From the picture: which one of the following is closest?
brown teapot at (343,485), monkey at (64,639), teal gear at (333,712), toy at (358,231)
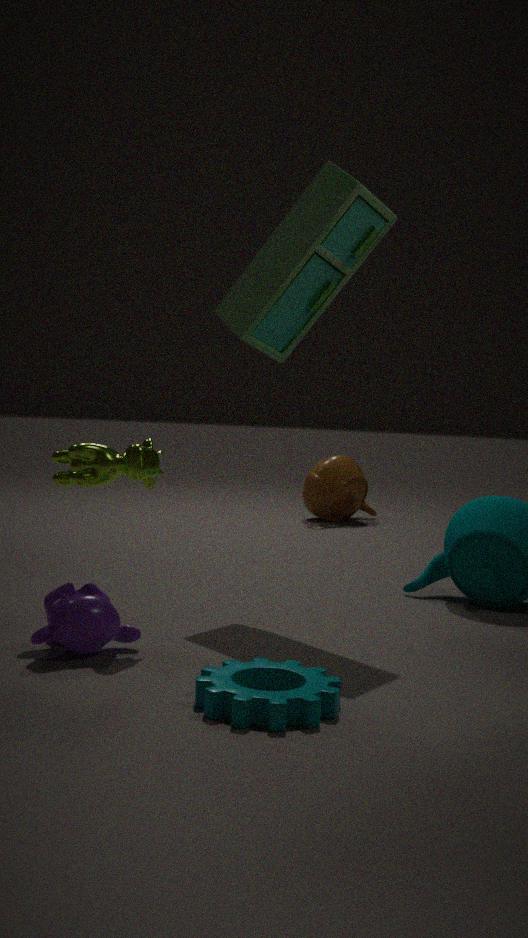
teal gear at (333,712)
